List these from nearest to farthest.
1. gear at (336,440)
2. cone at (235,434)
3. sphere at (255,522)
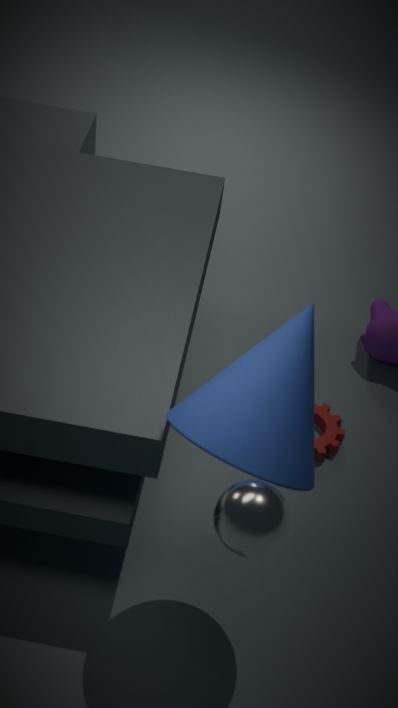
1. sphere at (255,522)
2. cone at (235,434)
3. gear at (336,440)
